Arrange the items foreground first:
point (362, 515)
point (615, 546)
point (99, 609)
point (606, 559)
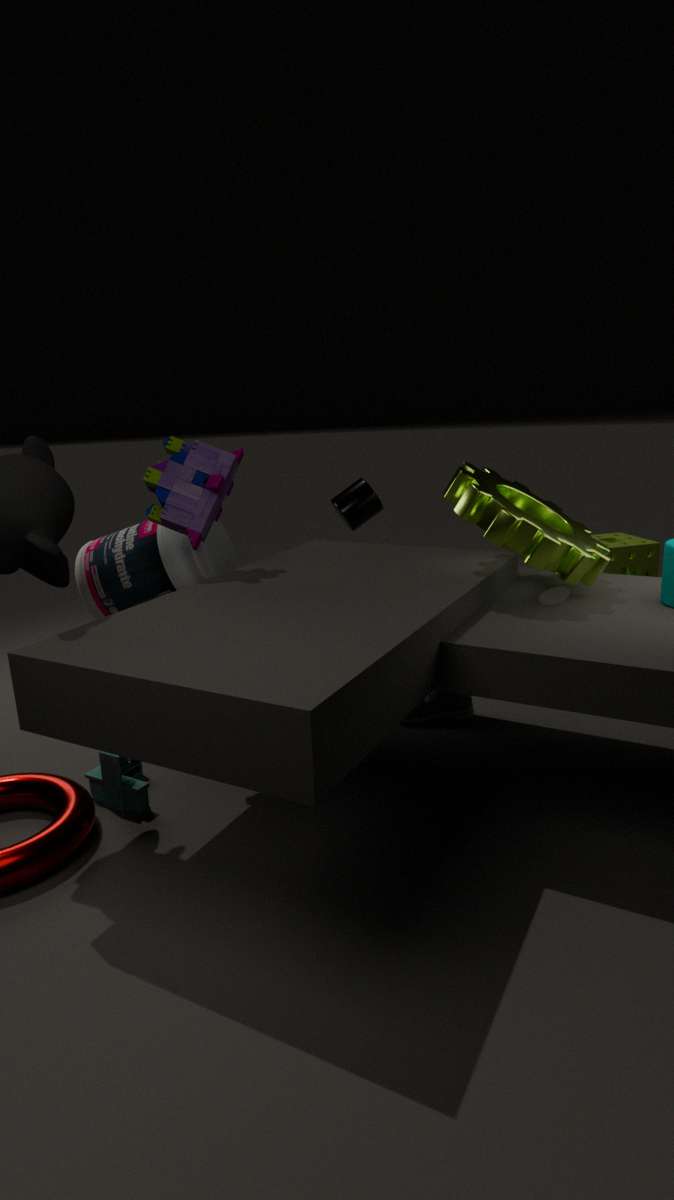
point (606, 559), point (99, 609), point (362, 515), point (615, 546)
